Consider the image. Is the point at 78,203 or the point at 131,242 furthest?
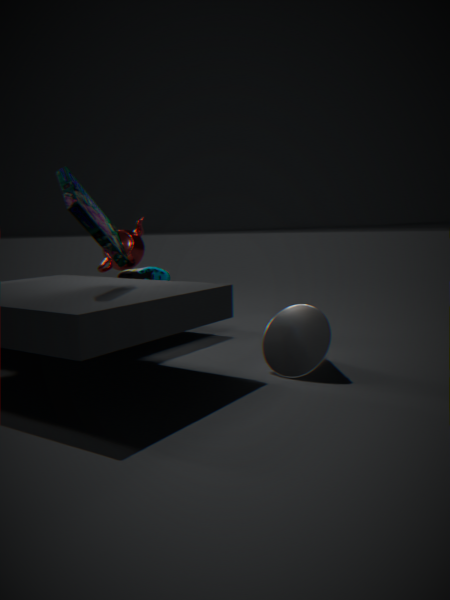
the point at 131,242
